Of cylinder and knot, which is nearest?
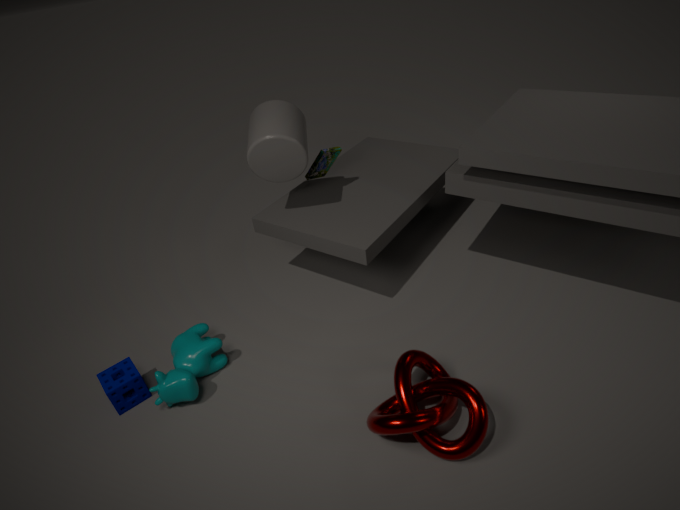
knot
